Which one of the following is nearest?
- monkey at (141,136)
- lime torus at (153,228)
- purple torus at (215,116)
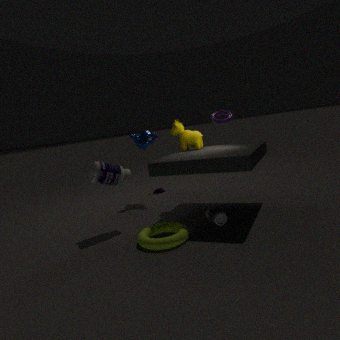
lime torus at (153,228)
